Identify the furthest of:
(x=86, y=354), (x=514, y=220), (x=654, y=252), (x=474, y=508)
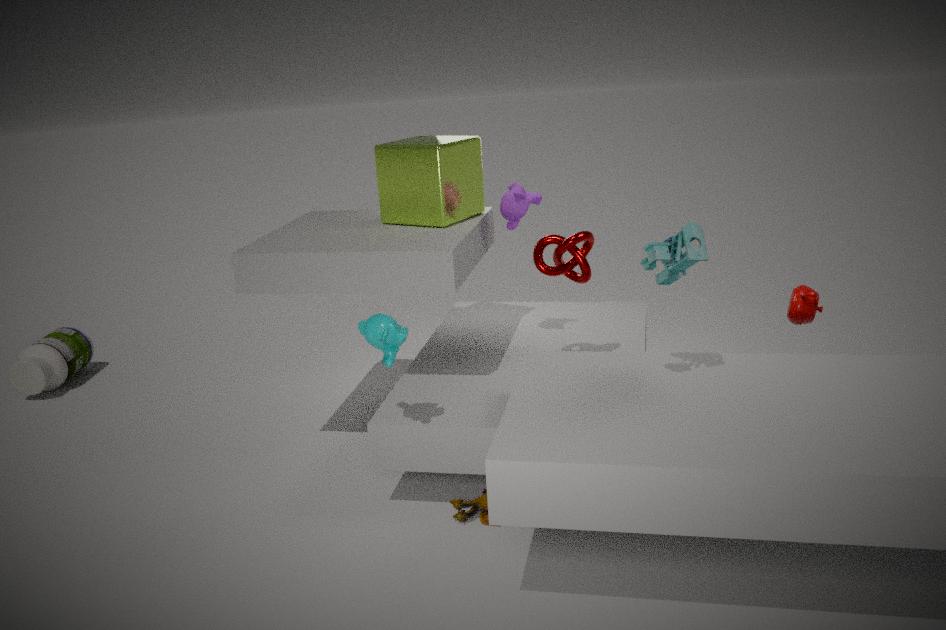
(x=86, y=354)
